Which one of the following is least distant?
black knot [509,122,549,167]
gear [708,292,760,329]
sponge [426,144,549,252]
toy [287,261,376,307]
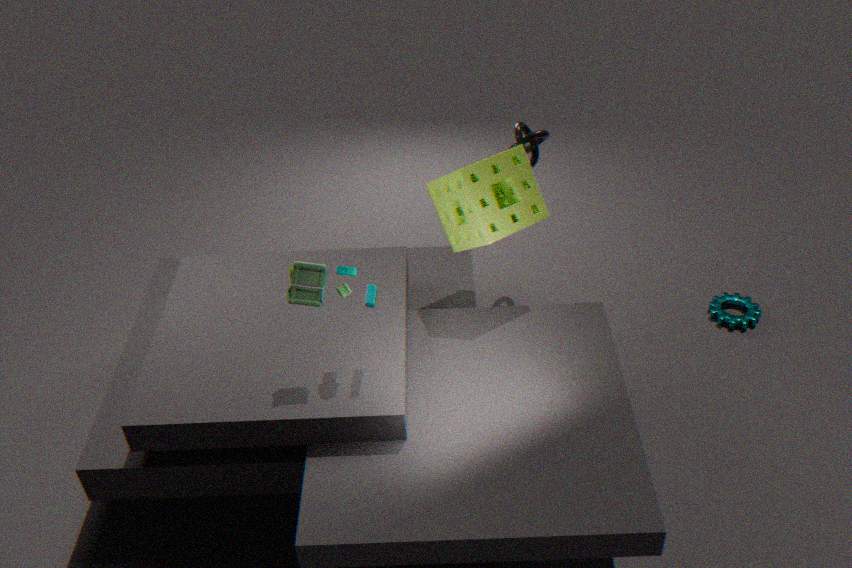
toy [287,261,376,307]
